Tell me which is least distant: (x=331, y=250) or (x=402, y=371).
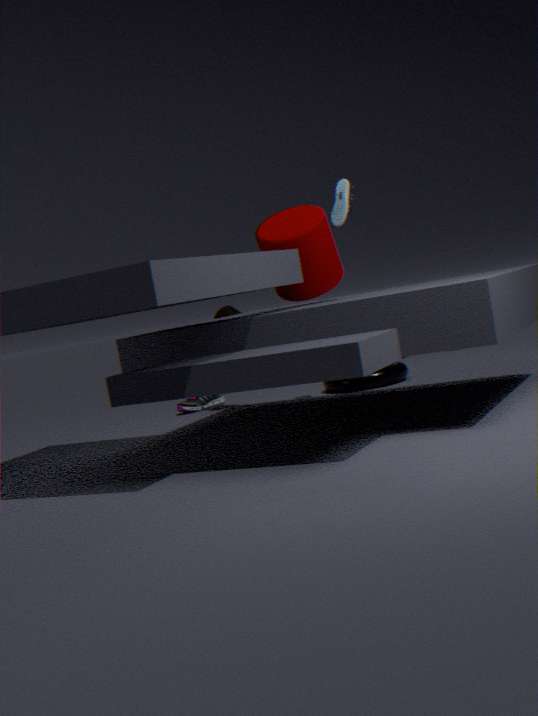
(x=331, y=250)
